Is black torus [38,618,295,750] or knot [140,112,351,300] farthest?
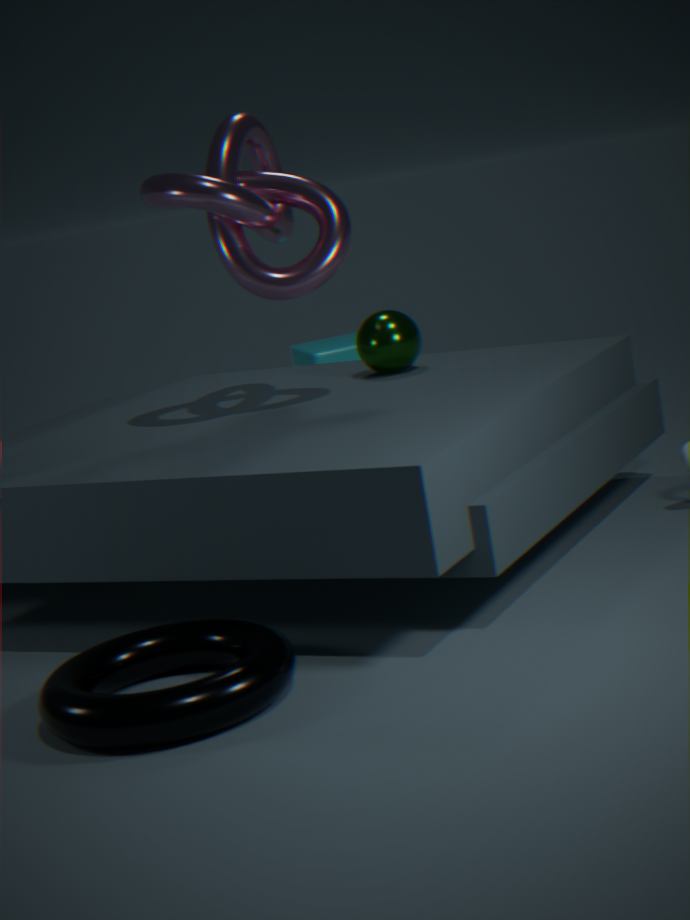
knot [140,112,351,300]
